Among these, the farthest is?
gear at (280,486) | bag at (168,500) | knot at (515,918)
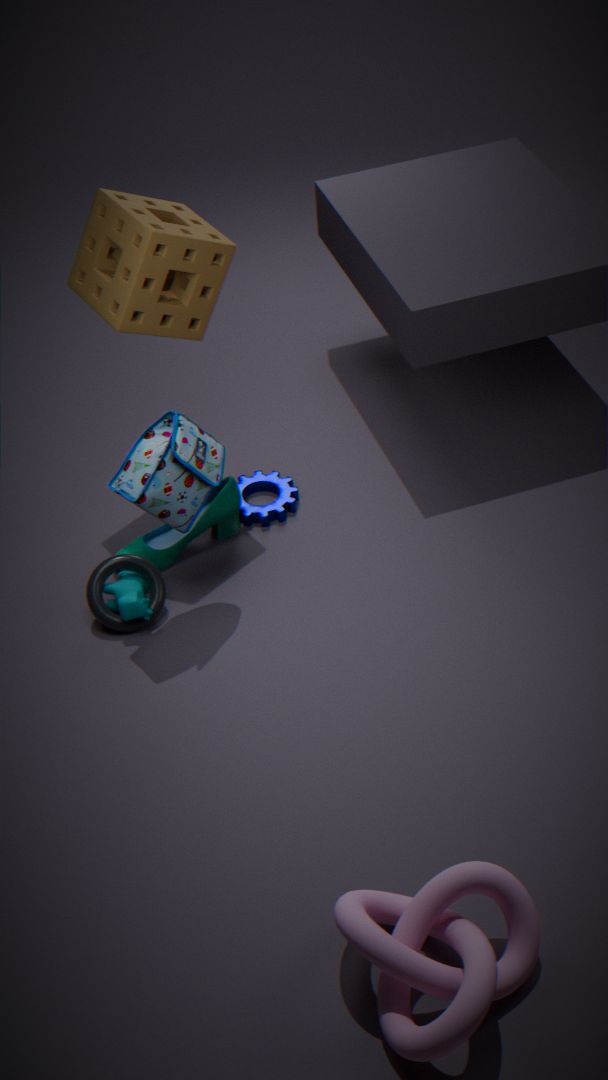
gear at (280,486)
